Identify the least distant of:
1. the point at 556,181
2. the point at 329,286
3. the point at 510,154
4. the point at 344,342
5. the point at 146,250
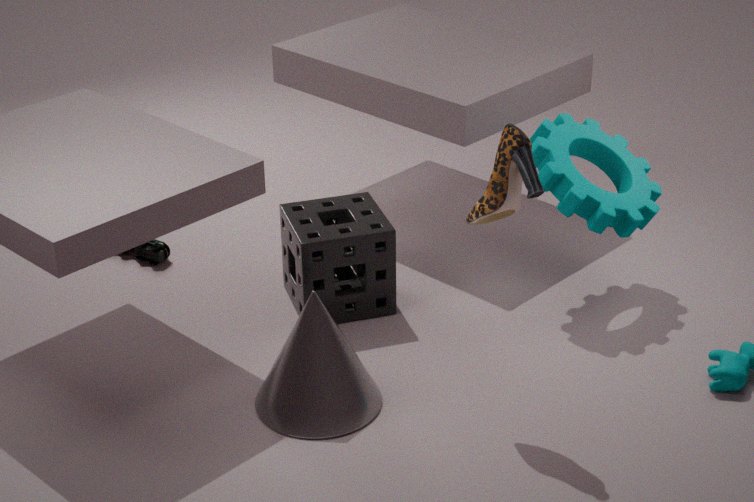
the point at 510,154
